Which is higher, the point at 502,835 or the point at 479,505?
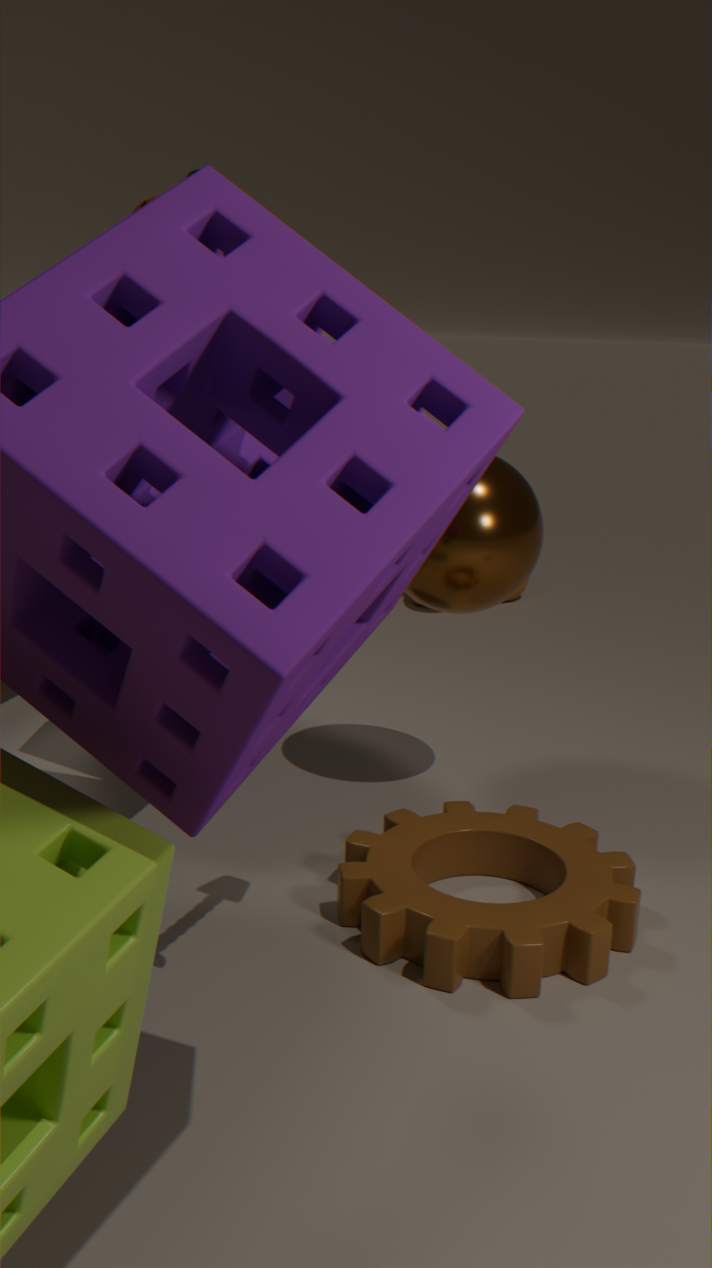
the point at 479,505
